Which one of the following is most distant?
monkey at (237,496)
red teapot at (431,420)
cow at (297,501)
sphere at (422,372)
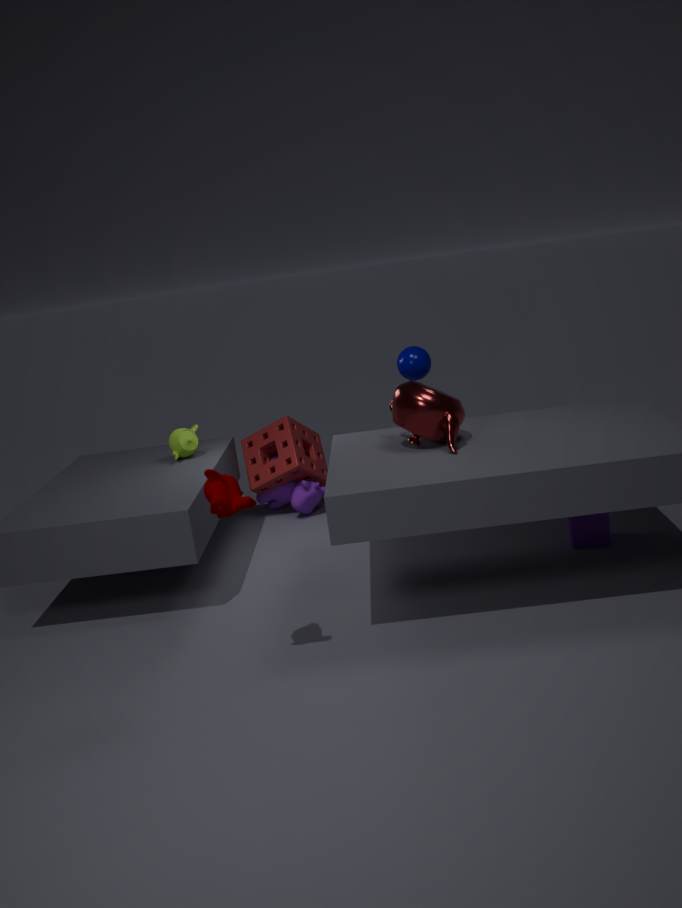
cow at (297,501)
